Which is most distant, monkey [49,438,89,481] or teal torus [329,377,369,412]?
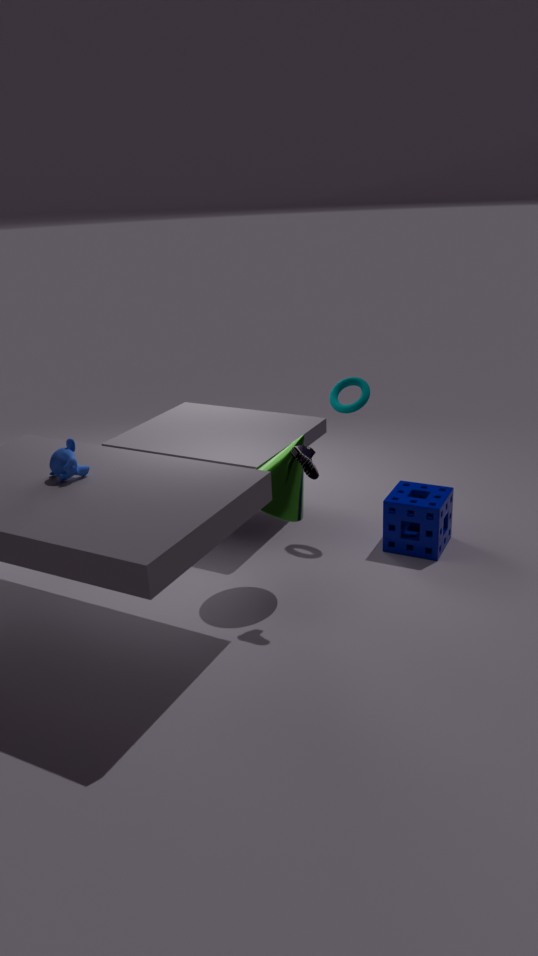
teal torus [329,377,369,412]
